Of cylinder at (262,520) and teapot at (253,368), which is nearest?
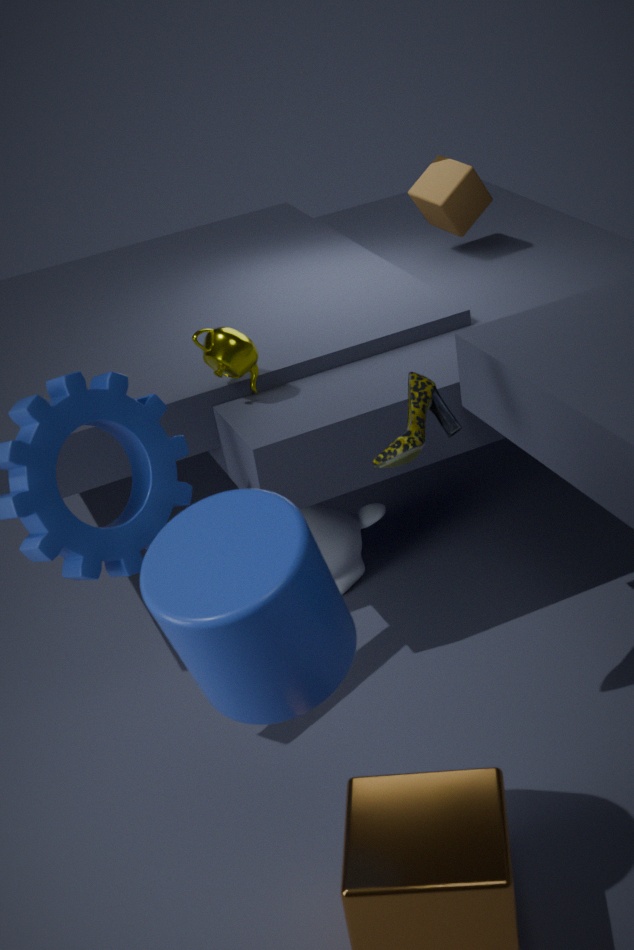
cylinder at (262,520)
